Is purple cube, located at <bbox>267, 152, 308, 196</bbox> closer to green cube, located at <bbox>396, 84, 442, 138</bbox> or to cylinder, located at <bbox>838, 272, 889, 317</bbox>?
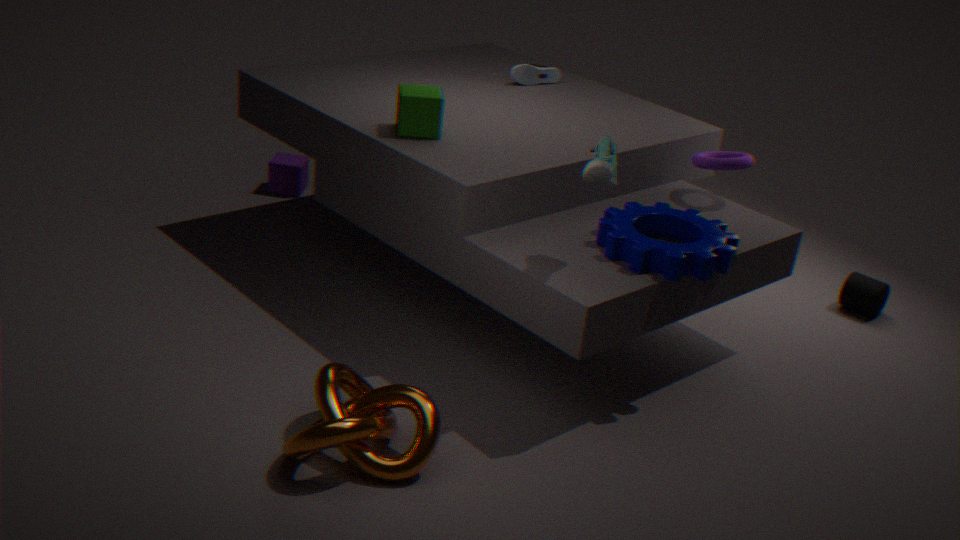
green cube, located at <bbox>396, 84, 442, 138</bbox>
